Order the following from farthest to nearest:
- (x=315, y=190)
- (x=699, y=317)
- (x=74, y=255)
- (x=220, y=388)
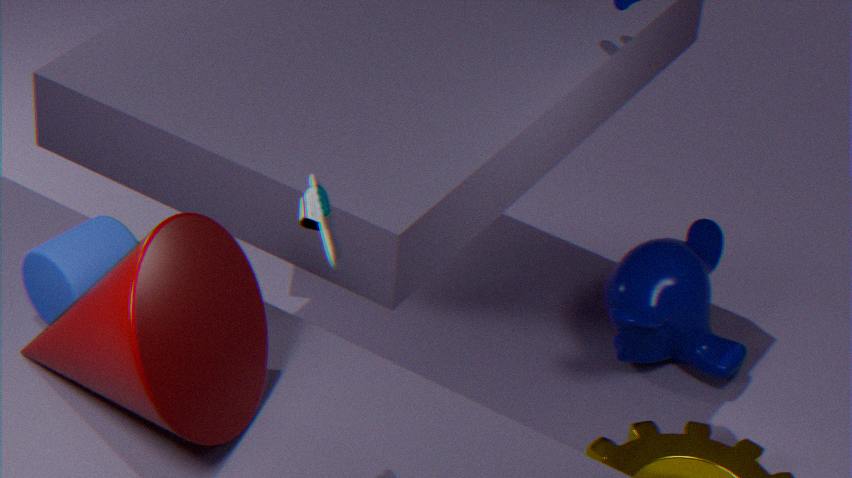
(x=699, y=317)
(x=74, y=255)
(x=220, y=388)
(x=315, y=190)
